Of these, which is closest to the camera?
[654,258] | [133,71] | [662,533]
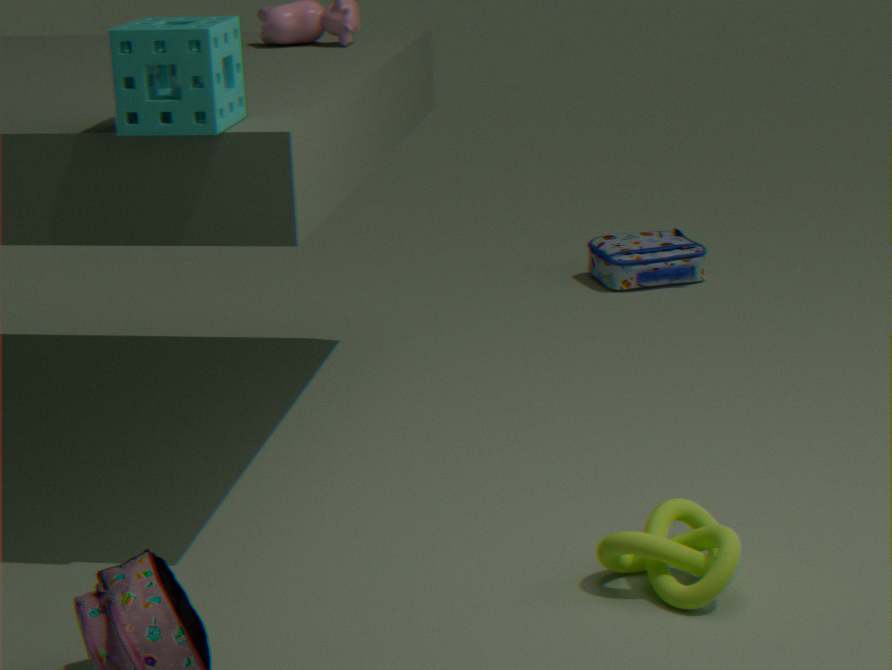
[133,71]
